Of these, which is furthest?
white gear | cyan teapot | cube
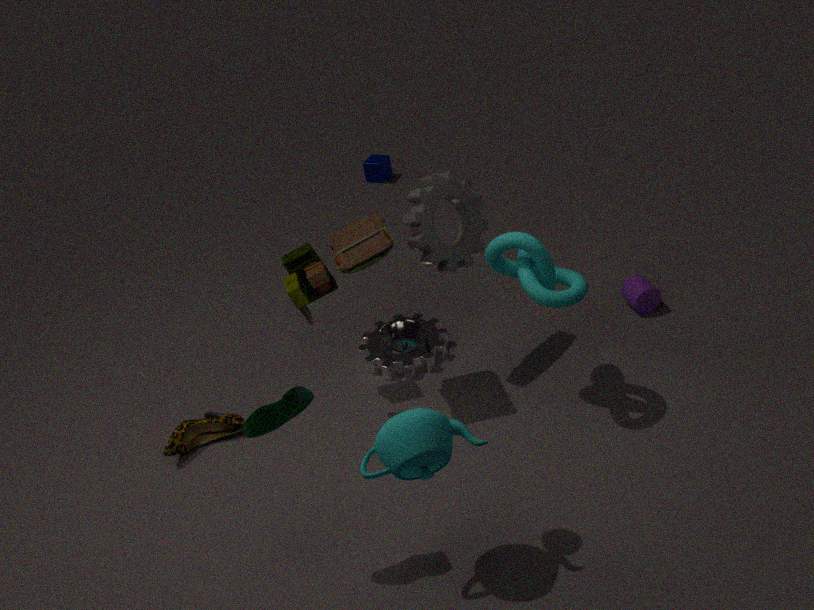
cube
